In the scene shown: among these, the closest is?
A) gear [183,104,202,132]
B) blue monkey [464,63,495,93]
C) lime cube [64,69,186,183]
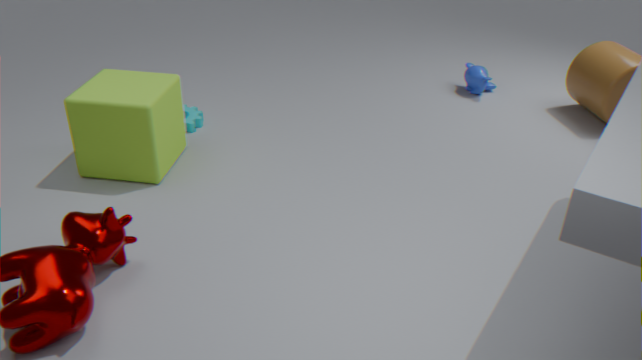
lime cube [64,69,186,183]
